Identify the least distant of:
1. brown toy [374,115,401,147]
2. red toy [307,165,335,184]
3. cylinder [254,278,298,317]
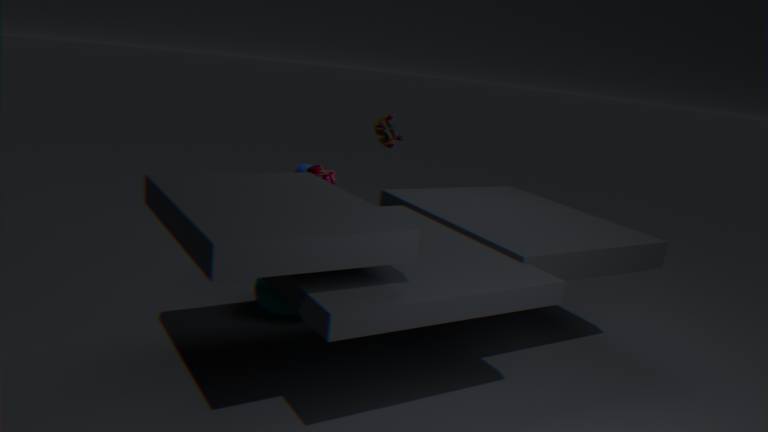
red toy [307,165,335,184]
